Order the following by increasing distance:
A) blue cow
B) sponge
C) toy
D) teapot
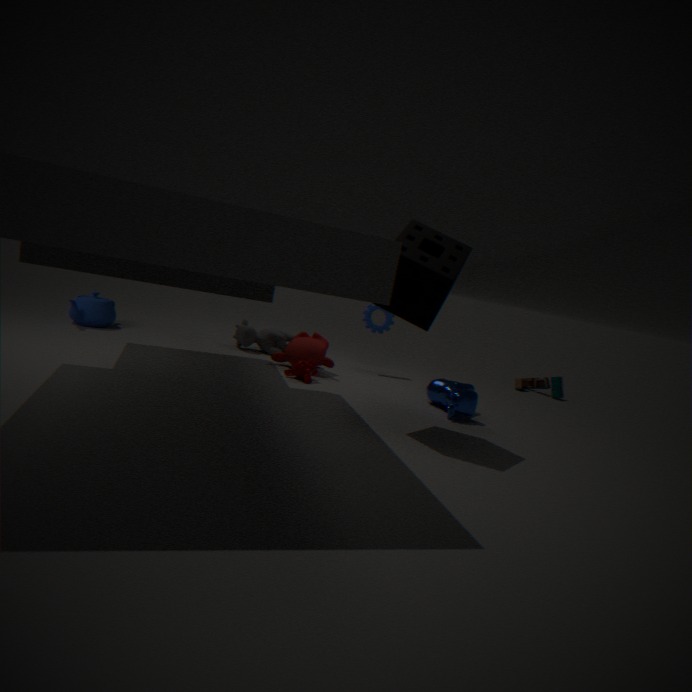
sponge → blue cow → teapot → toy
